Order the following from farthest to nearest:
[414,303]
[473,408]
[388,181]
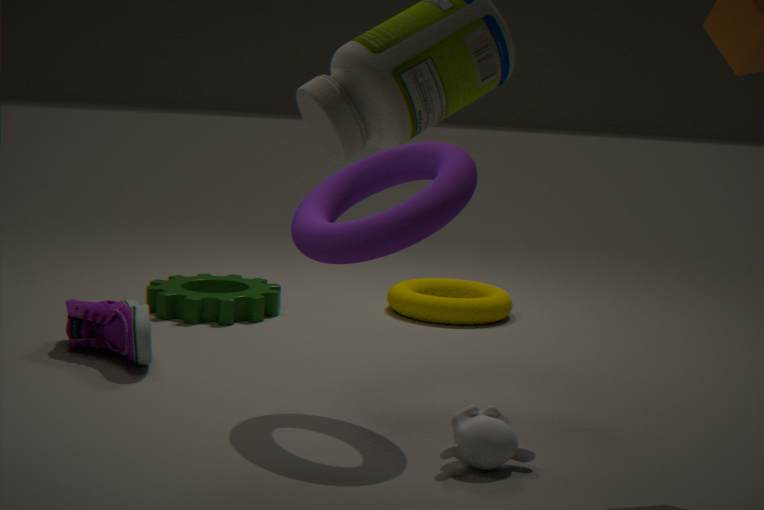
[414,303] < [388,181] < [473,408]
